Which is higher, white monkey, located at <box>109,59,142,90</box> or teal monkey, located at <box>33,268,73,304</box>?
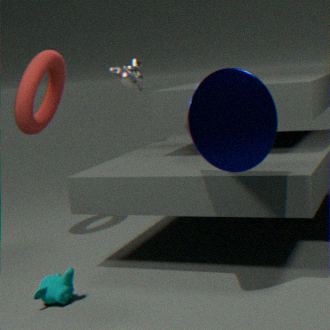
white monkey, located at <box>109,59,142,90</box>
